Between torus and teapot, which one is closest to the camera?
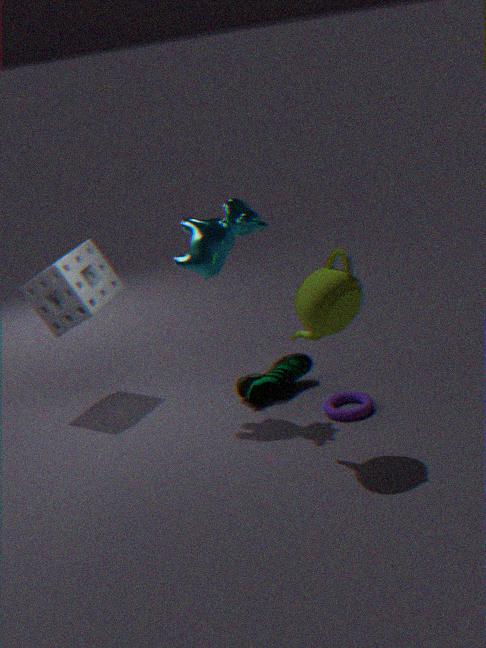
teapot
